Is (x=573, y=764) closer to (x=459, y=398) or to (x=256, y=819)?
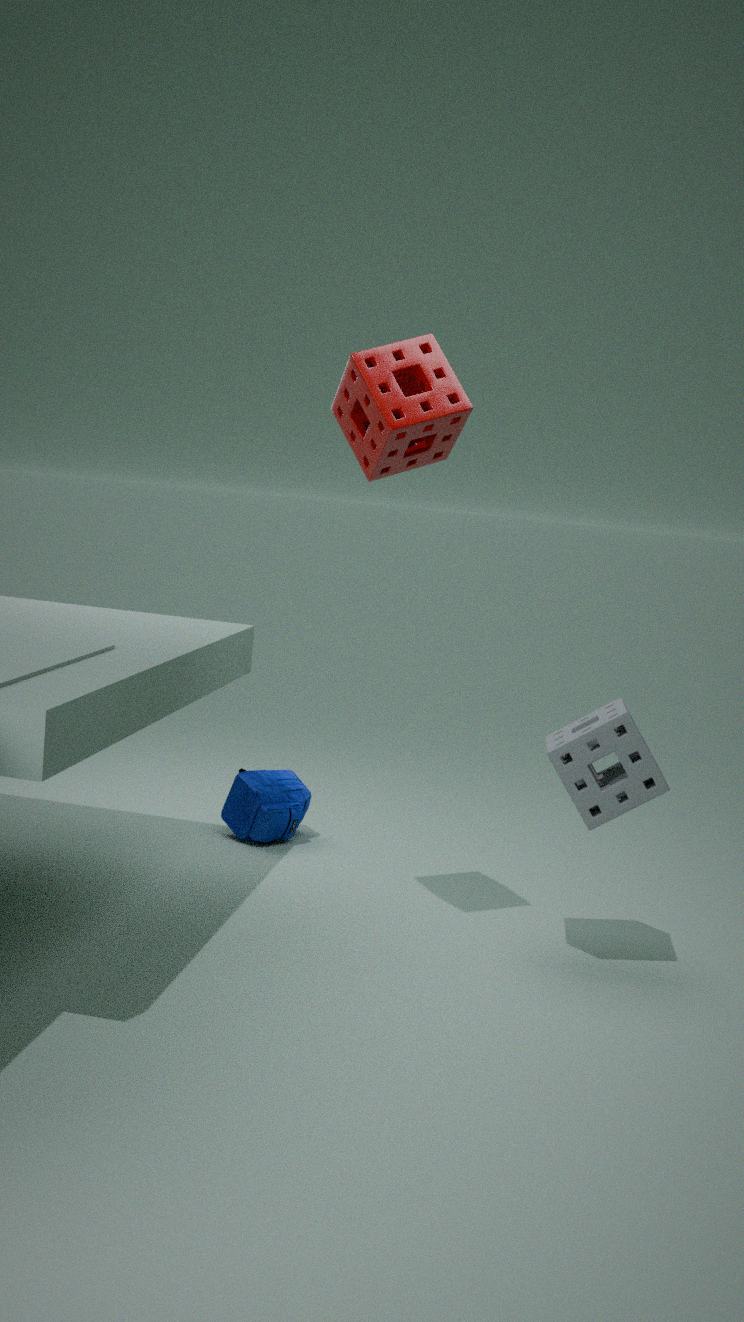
(x=459, y=398)
